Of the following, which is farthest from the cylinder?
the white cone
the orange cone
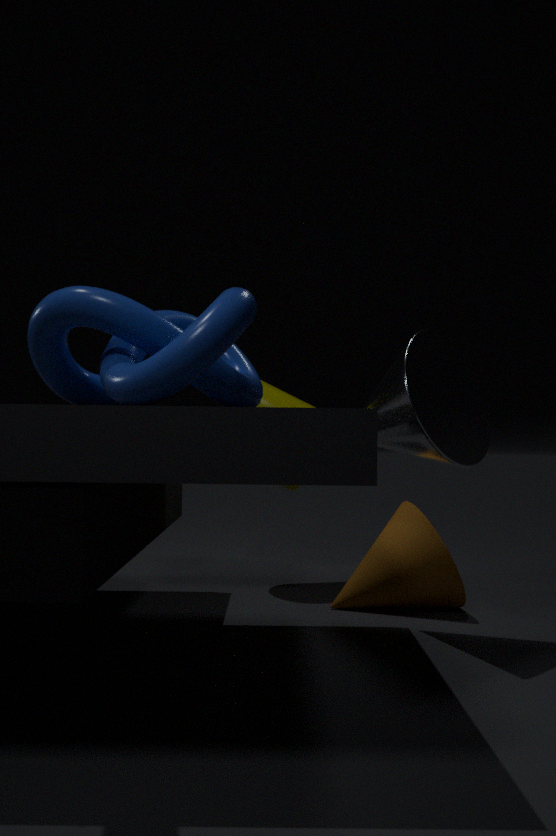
the white cone
